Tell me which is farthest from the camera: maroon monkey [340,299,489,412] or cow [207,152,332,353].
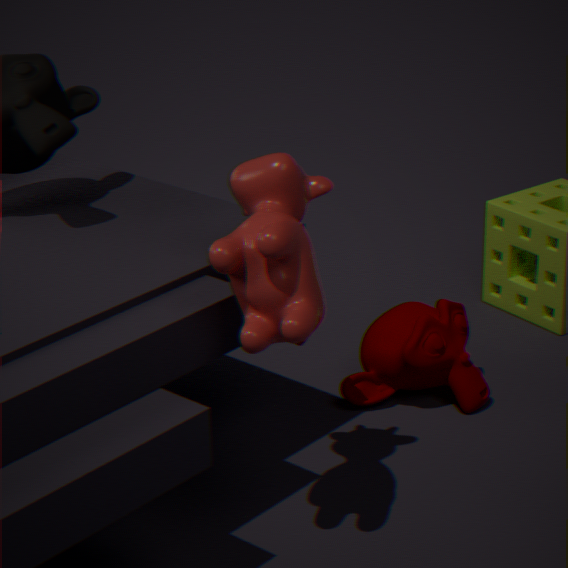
maroon monkey [340,299,489,412]
